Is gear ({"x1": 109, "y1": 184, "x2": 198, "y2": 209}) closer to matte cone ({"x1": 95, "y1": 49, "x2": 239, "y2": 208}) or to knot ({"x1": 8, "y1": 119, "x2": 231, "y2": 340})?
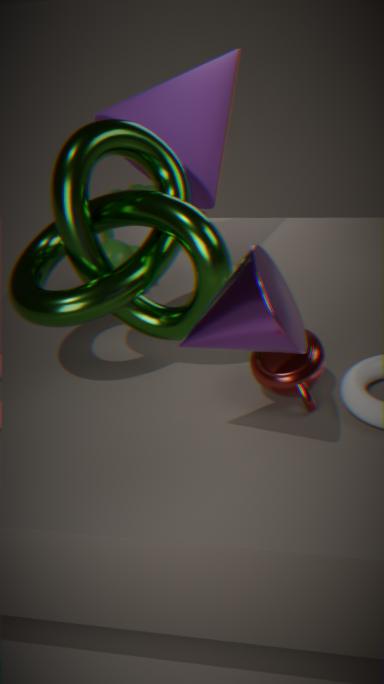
matte cone ({"x1": 95, "y1": 49, "x2": 239, "y2": 208})
